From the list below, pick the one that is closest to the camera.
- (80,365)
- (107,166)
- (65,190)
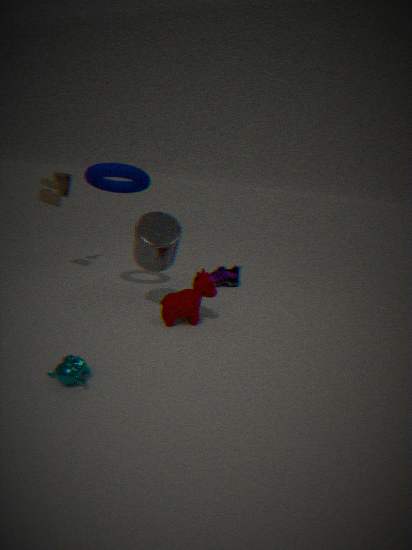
(80,365)
